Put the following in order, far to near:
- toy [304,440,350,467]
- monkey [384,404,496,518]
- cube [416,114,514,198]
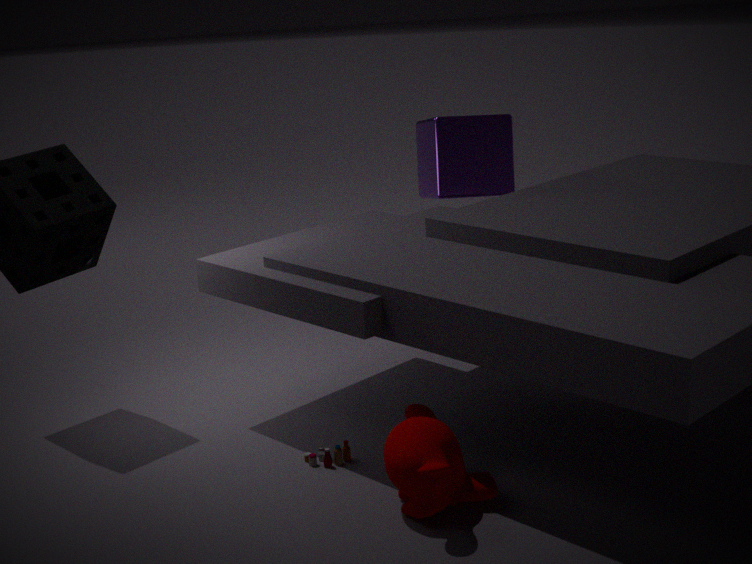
cube [416,114,514,198] → toy [304,440,350,467] → monkey [384,404,496,518]
